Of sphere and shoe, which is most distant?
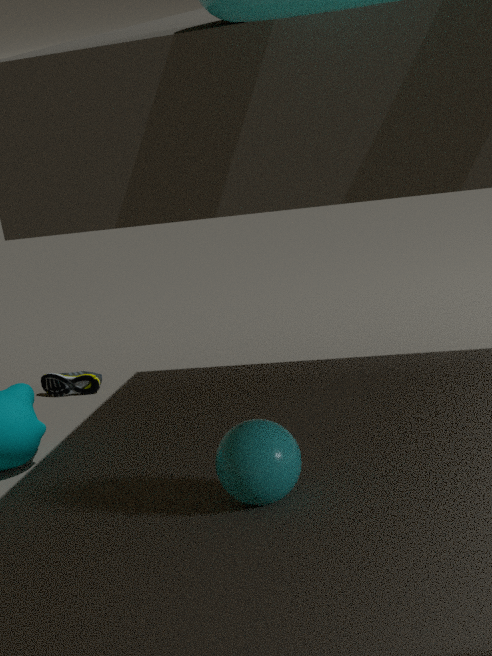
shoe
